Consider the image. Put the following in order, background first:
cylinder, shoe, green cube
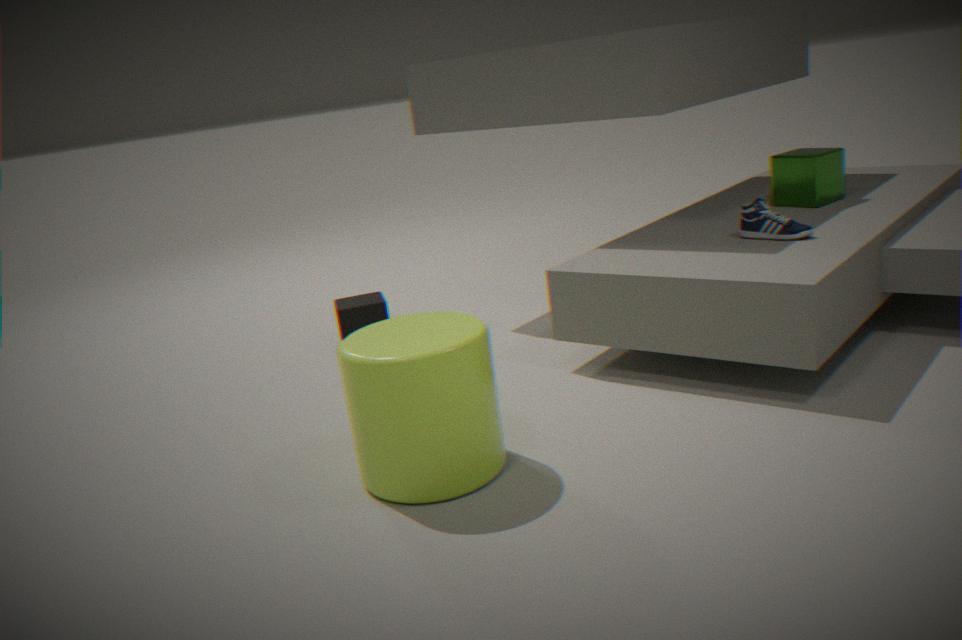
green cube < shoe < cylinder
